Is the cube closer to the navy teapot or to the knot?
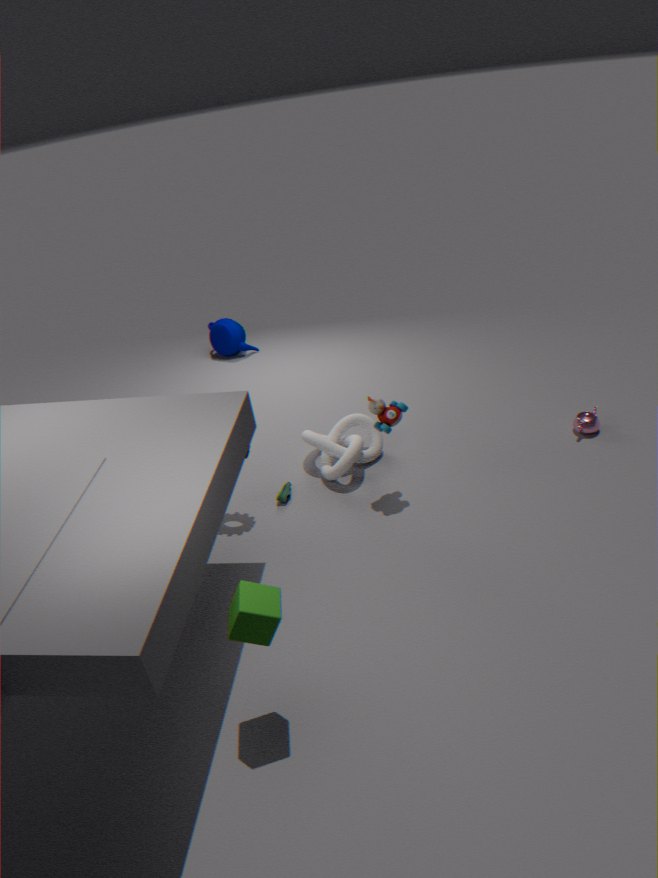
Result: the knot
